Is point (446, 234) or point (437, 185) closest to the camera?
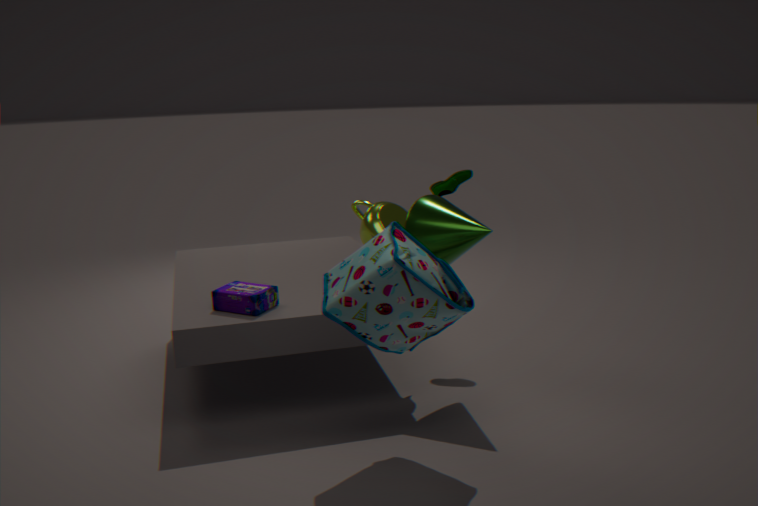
point (446, 234)
